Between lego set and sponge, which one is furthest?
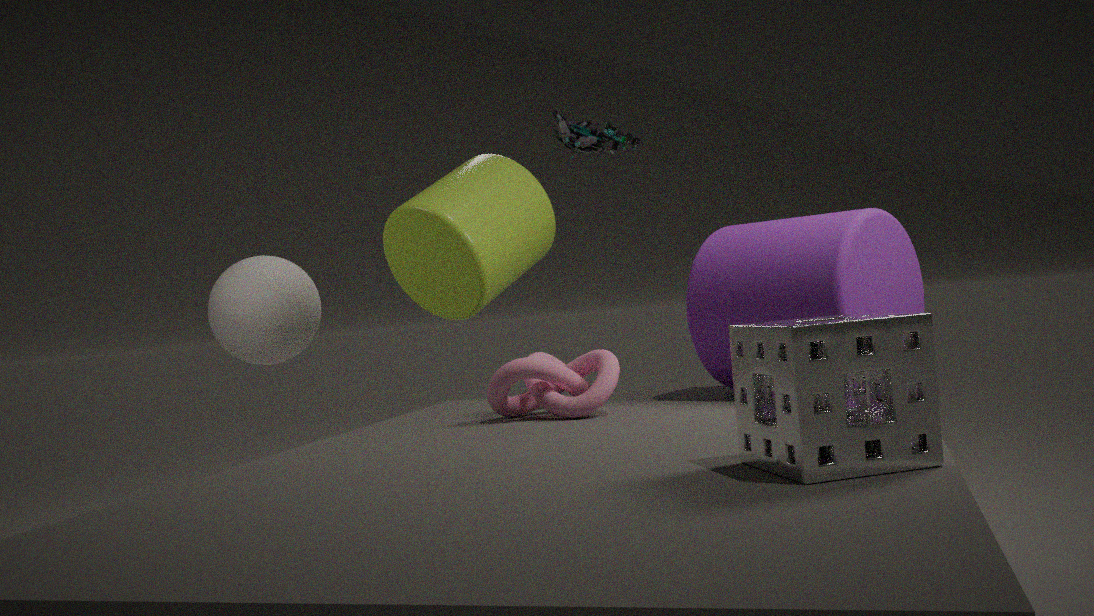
lego set
